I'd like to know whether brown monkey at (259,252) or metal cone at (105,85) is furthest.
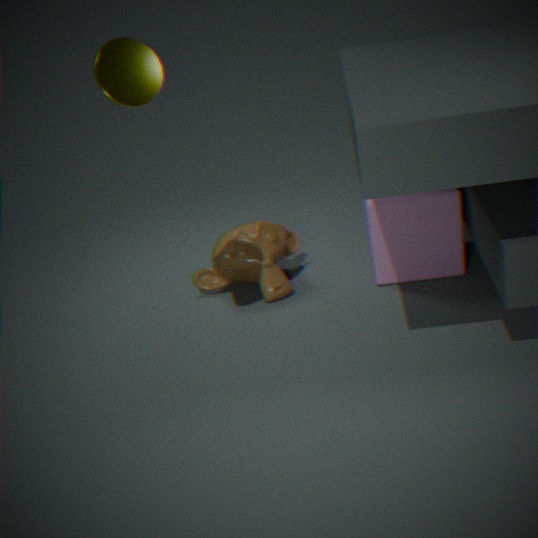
brown monkey at (259,252)
